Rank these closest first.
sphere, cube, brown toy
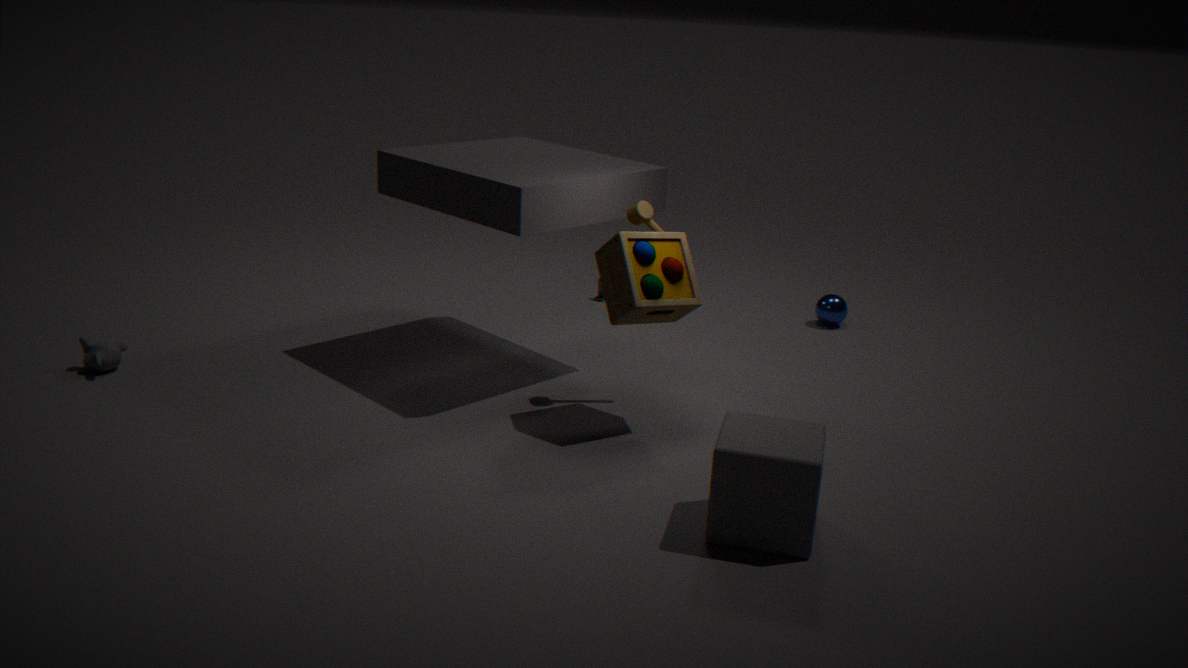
cube < brown toy < sphere
